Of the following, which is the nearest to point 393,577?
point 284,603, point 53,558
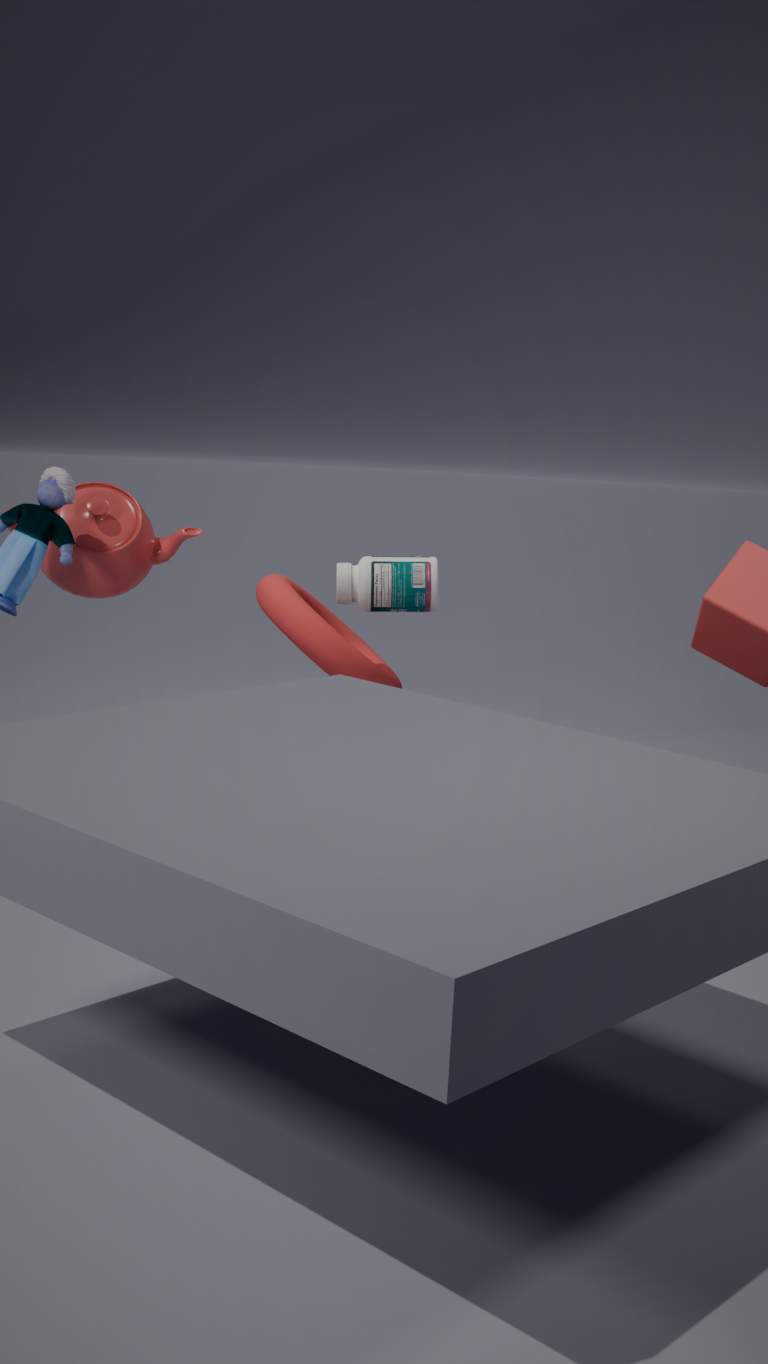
point 284,603
